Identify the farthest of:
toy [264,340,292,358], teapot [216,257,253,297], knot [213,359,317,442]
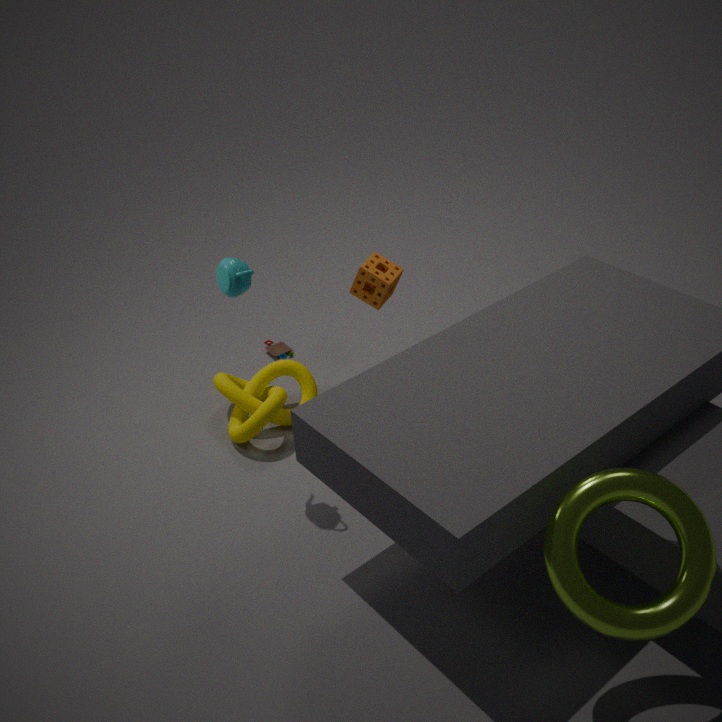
toy [264,340,292,358]
